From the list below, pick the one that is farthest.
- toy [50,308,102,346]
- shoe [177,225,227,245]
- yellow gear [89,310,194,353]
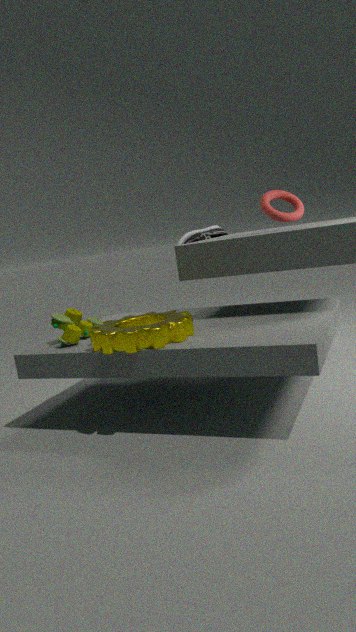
shoe [177,225,227,245]
